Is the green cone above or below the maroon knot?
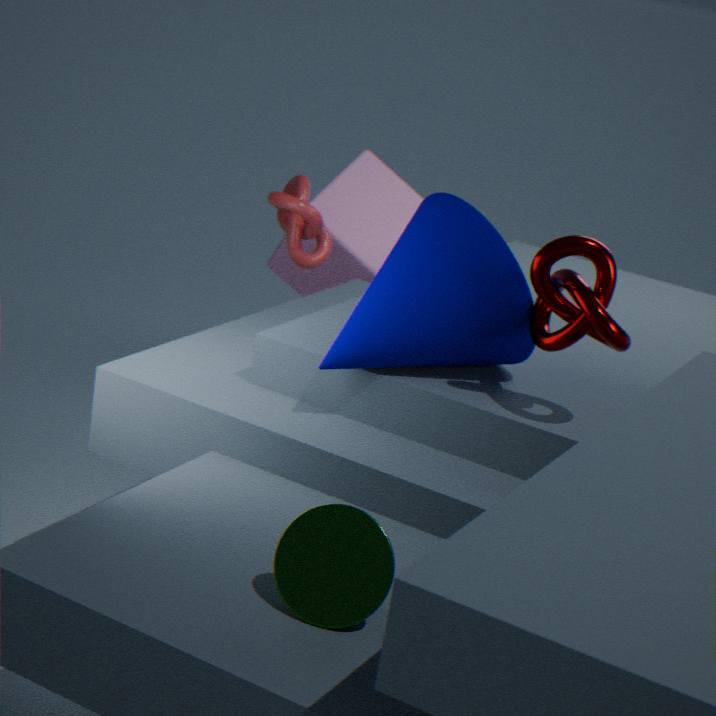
below
